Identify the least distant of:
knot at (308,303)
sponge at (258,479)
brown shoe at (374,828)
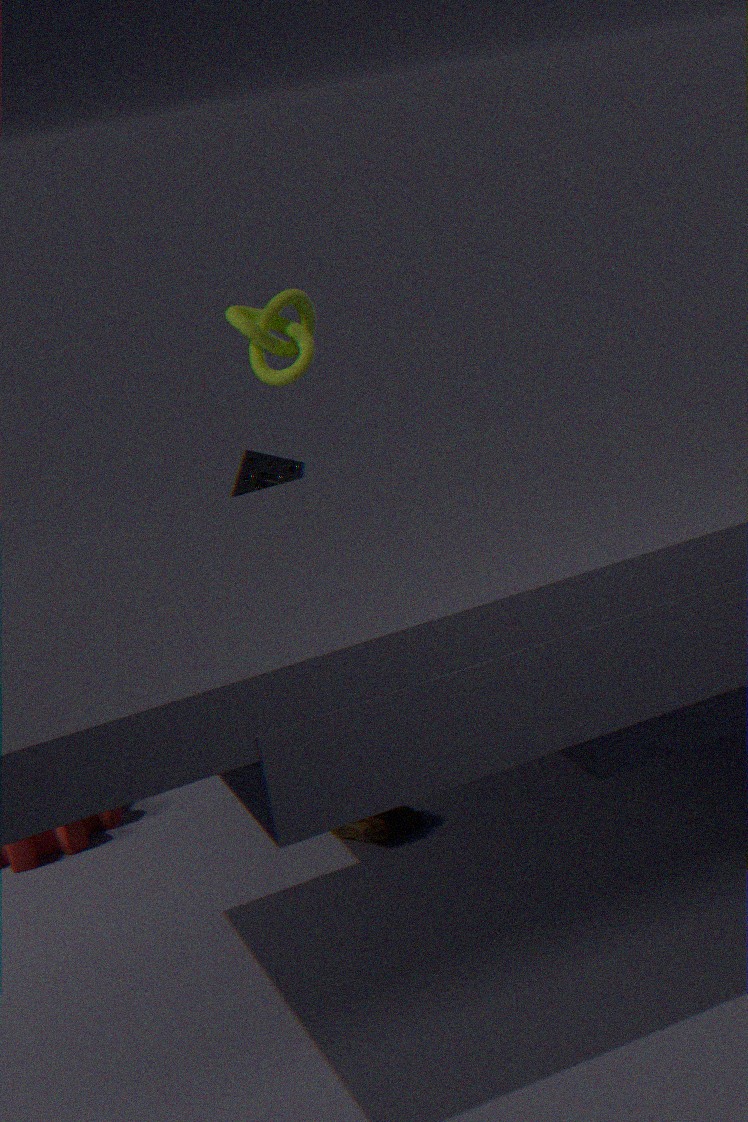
brown shoe at (374,828)
